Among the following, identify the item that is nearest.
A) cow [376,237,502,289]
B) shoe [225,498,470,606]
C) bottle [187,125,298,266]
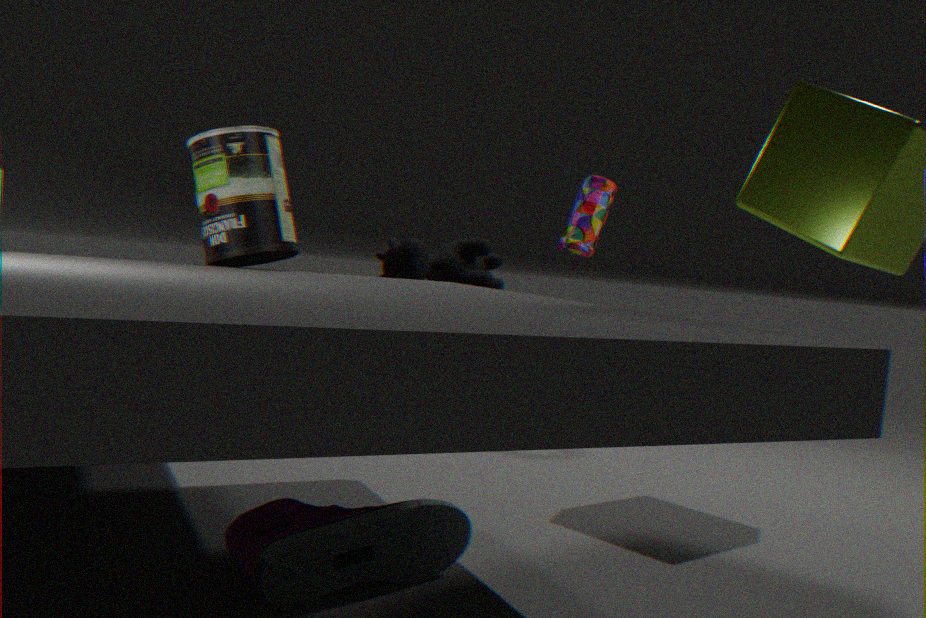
shoe [225,498,470,606]
